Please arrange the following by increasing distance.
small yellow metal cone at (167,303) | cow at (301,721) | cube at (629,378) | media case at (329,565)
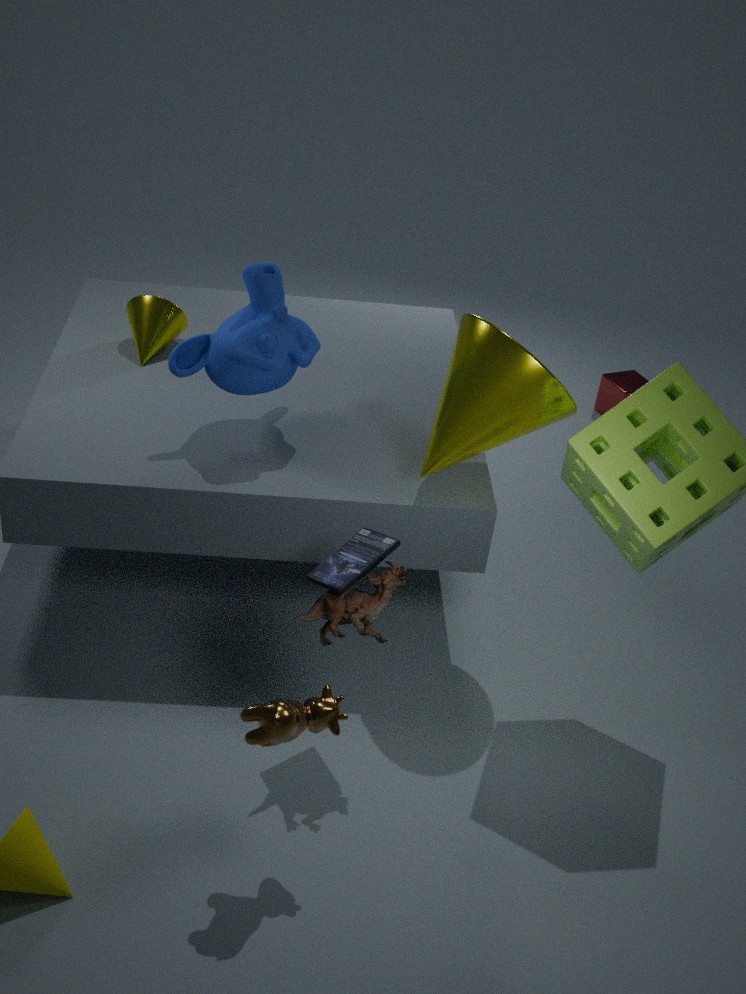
cow at (301,721) < media case at (329,565) < small yellow metal cone at (167,303) < cube at (629,378)
